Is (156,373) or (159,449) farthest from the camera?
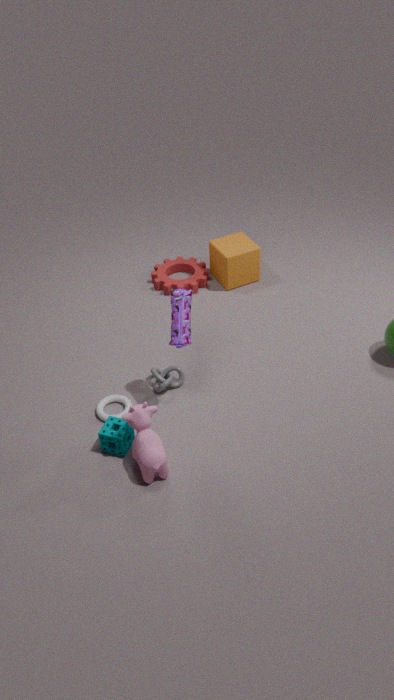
(156,373)
